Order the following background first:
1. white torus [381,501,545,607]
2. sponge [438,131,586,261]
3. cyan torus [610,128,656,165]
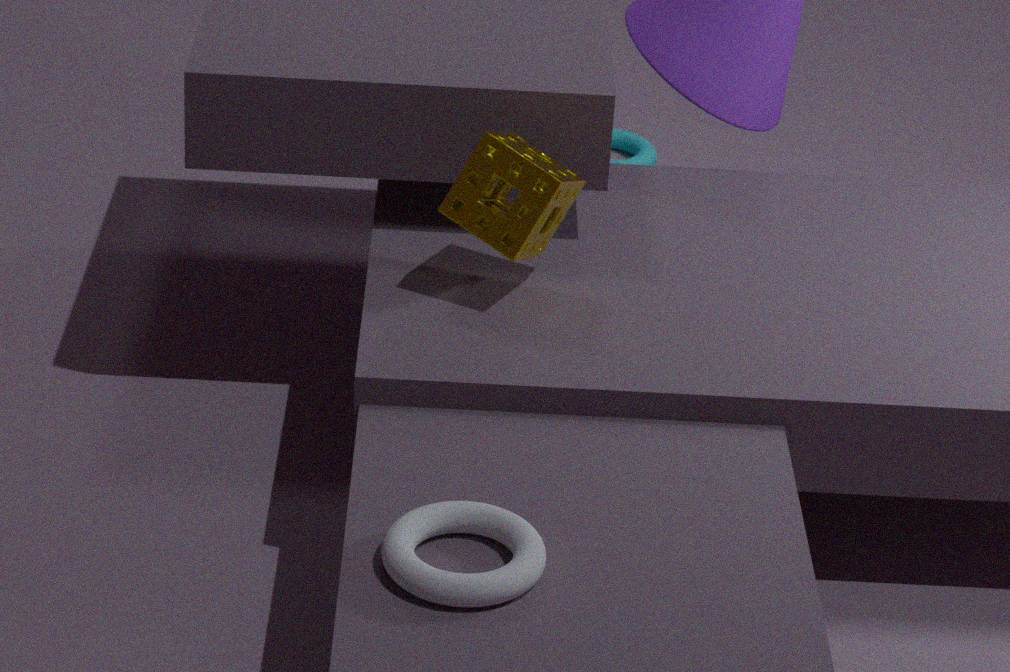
cyan torus [610,128,656,165], sponge [438,131,586,261], white torus [381,501,545,607]
